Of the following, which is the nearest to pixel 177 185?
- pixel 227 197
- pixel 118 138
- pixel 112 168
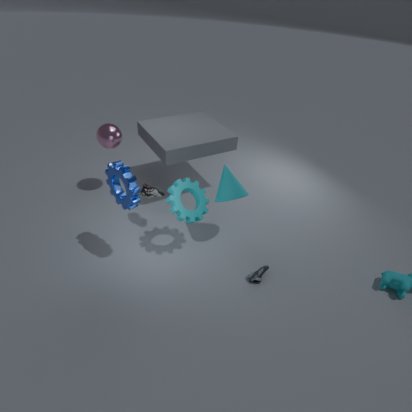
pixel 227 197
